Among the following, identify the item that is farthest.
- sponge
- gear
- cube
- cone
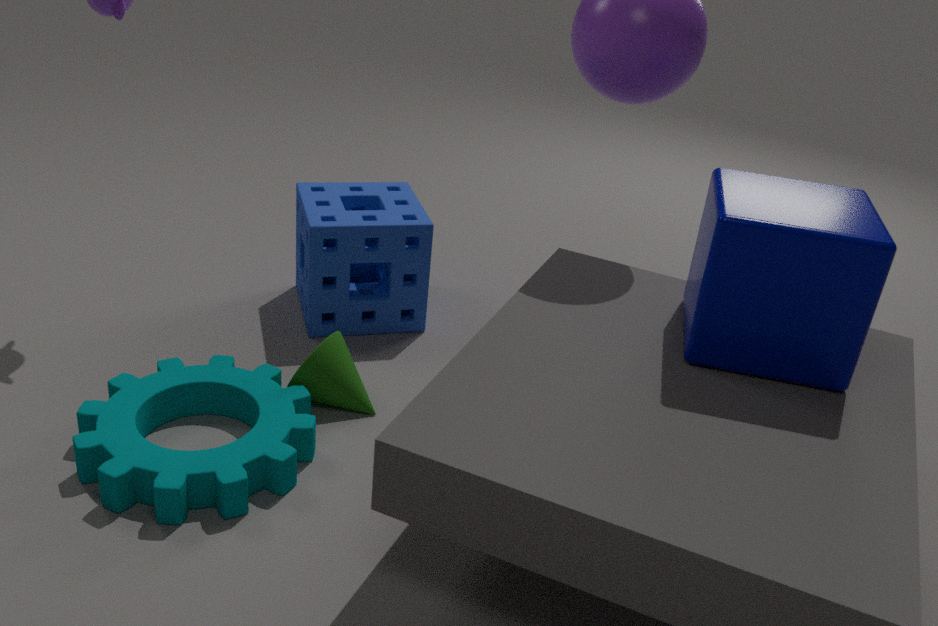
sponge
